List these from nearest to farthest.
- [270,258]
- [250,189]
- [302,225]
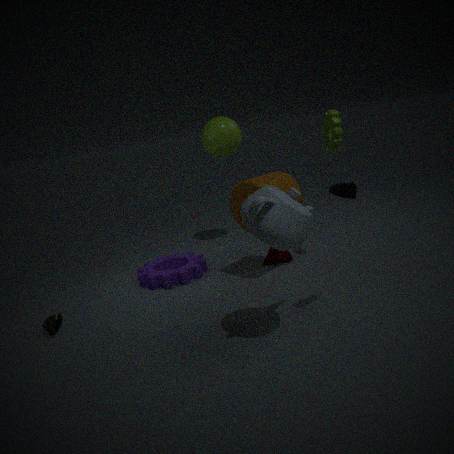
[302,225] < [250,189] < [270,258]
